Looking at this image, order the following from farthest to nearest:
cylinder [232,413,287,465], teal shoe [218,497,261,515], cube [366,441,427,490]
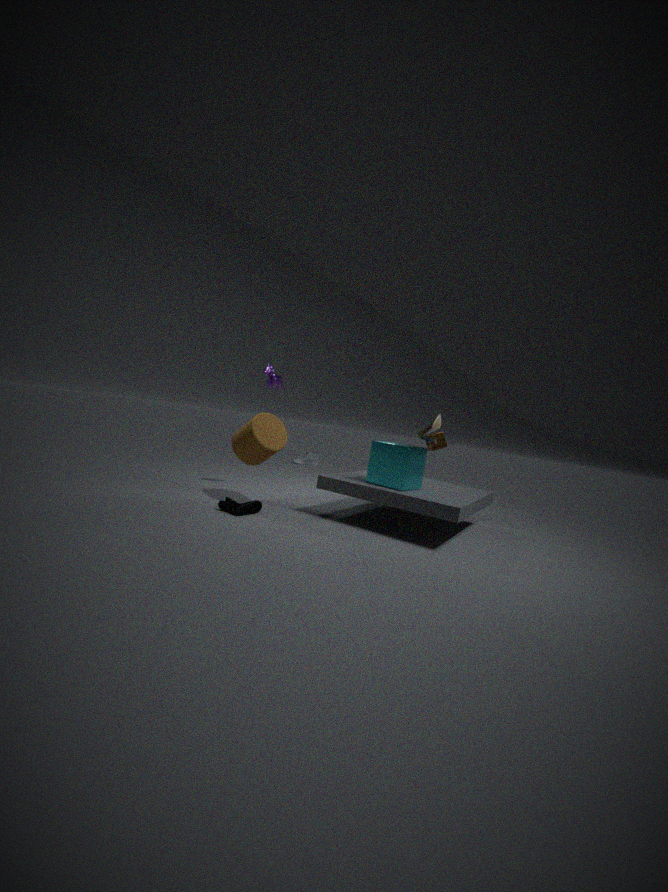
cylinder [232,413,287,465], cube [366,441,427,490], teal shoe [218,497,261,515]
